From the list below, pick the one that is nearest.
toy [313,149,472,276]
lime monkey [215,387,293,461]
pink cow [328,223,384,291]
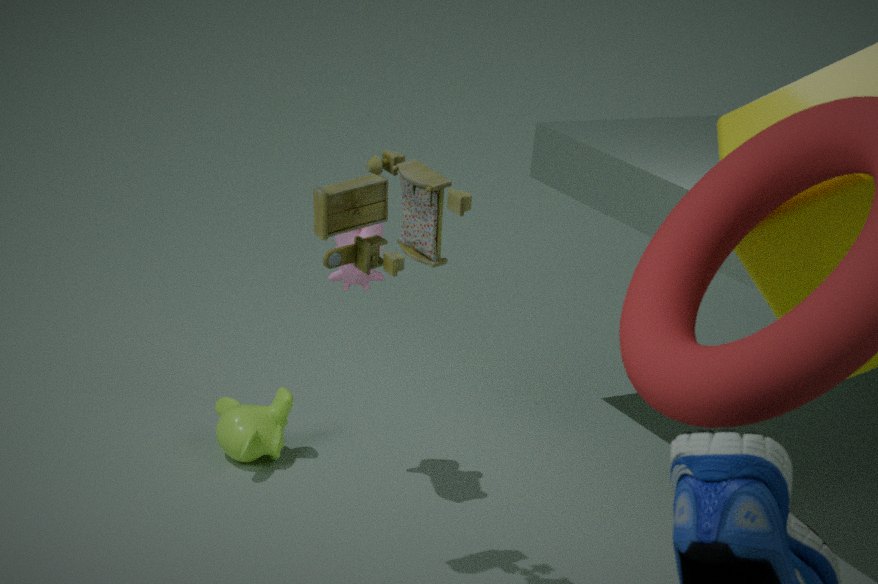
toy [313,149,472,276]
